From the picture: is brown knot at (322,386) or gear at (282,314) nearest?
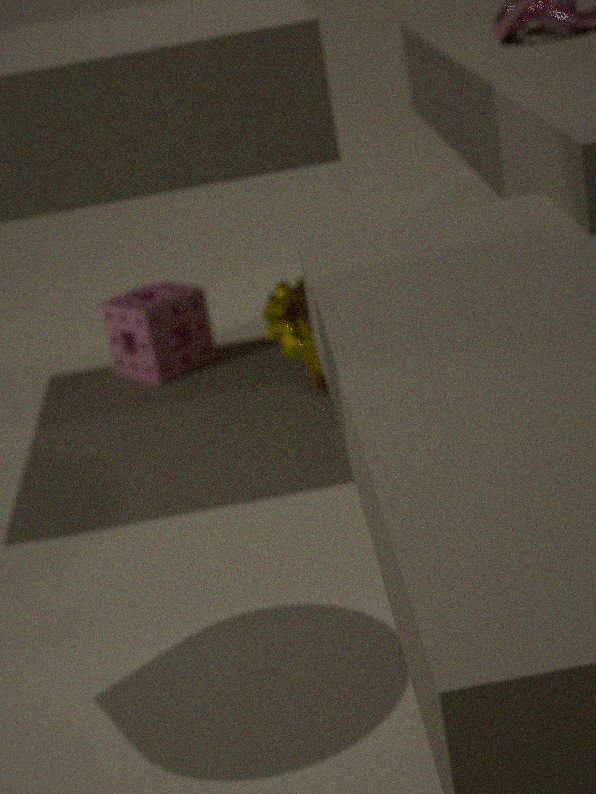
gear at (282,314)
